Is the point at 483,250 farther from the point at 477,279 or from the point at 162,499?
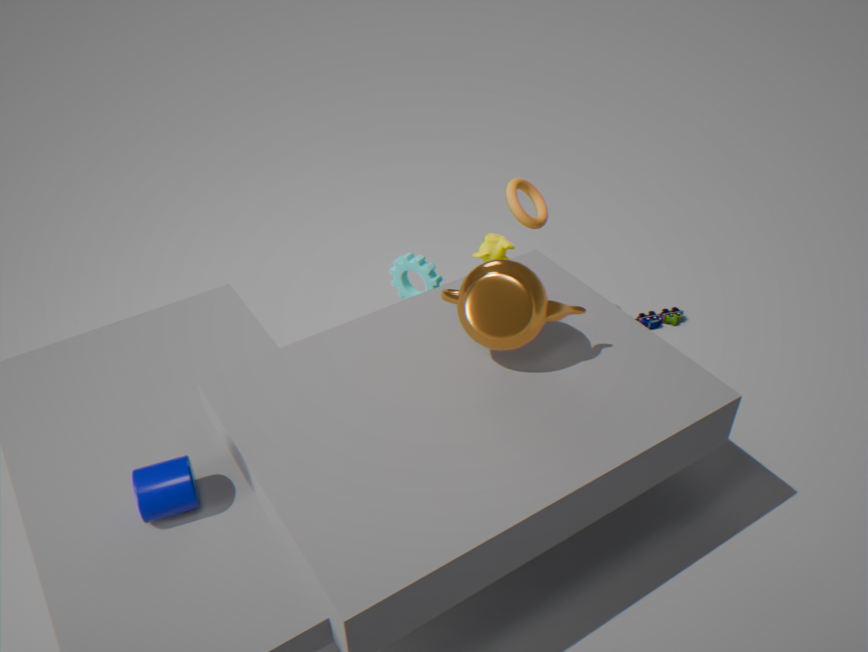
the point at 162,499
